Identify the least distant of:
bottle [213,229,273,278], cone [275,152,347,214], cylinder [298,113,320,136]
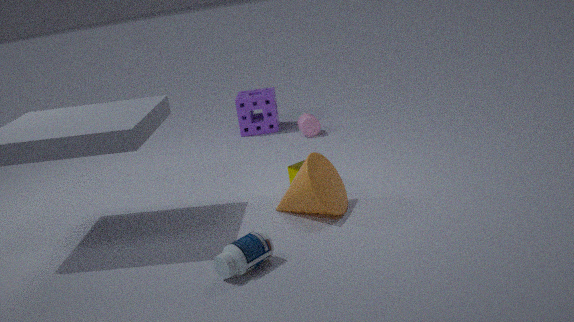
bottle [213,229,273,278]
